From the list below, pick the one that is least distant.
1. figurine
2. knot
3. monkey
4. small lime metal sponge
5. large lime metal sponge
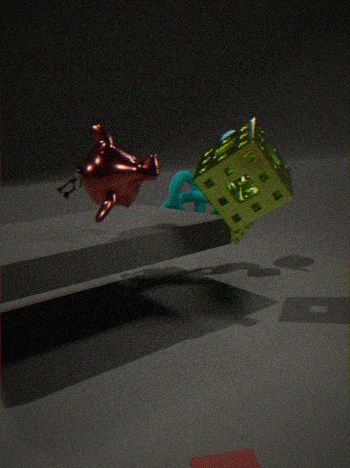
large lime metal sponge
